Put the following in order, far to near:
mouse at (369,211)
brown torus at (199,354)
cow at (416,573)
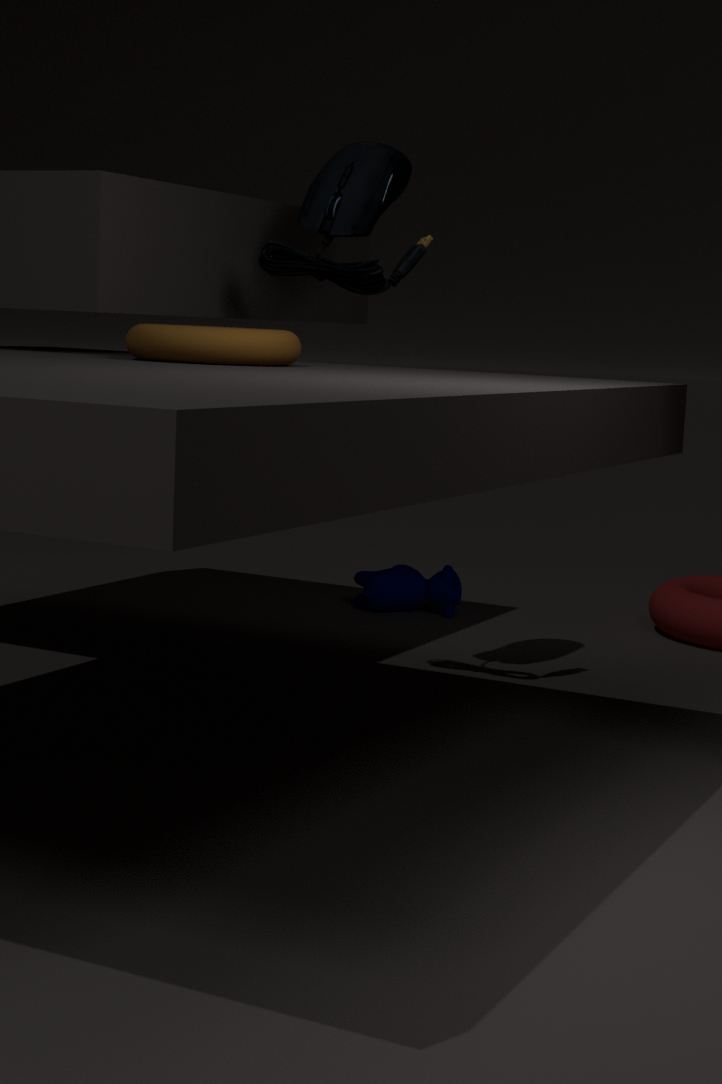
cow at (416,573) < mouse at (369,211) < brown torus at (199,354)
